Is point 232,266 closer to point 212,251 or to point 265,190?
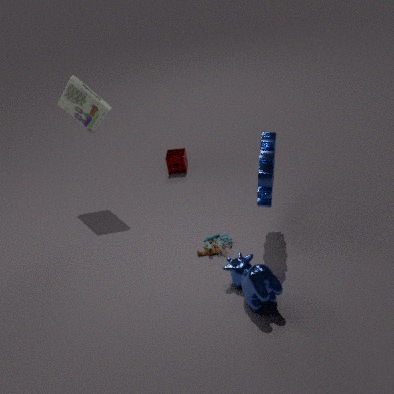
point 212,251
